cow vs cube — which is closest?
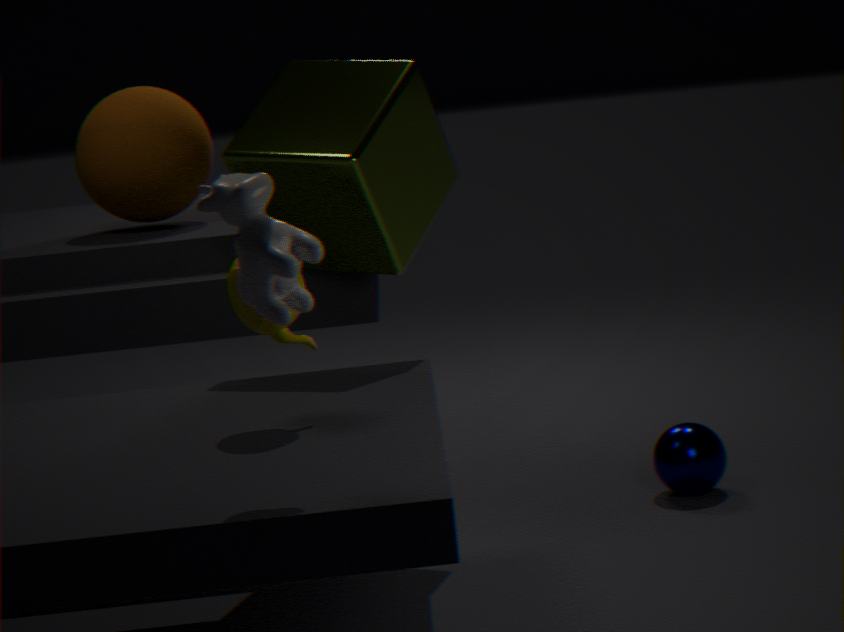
cow
